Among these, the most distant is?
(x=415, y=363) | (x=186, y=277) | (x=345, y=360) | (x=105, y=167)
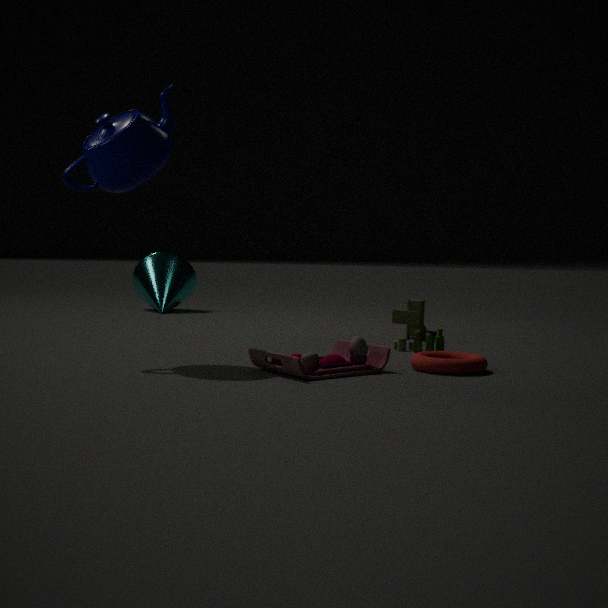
(x=186, y=277)
